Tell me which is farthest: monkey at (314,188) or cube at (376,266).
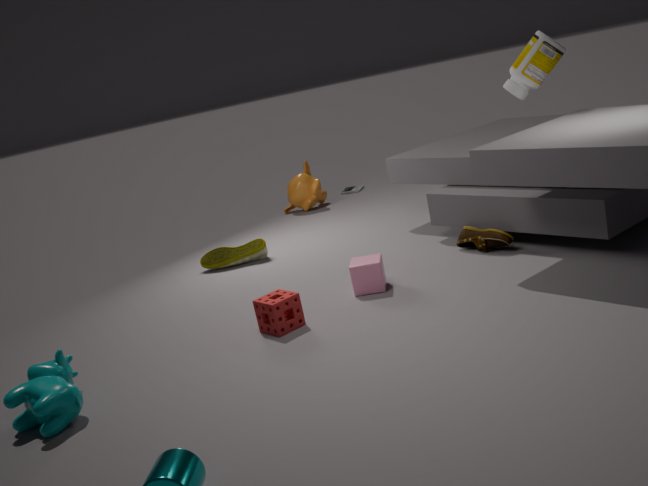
monkey at (314,188)
